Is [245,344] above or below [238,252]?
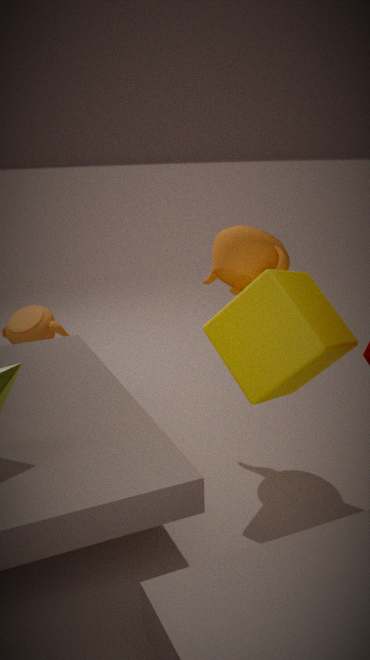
below
